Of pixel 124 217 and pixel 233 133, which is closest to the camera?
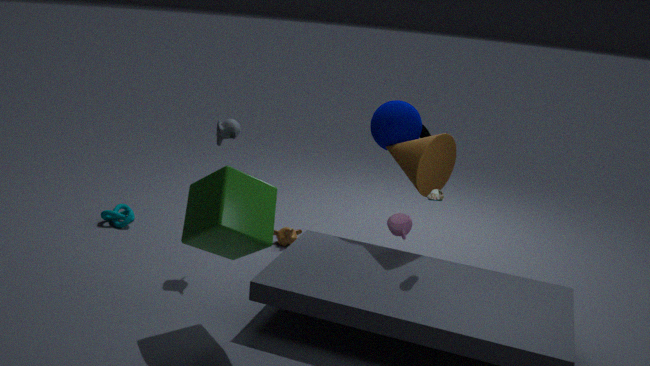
pixel 233 133
